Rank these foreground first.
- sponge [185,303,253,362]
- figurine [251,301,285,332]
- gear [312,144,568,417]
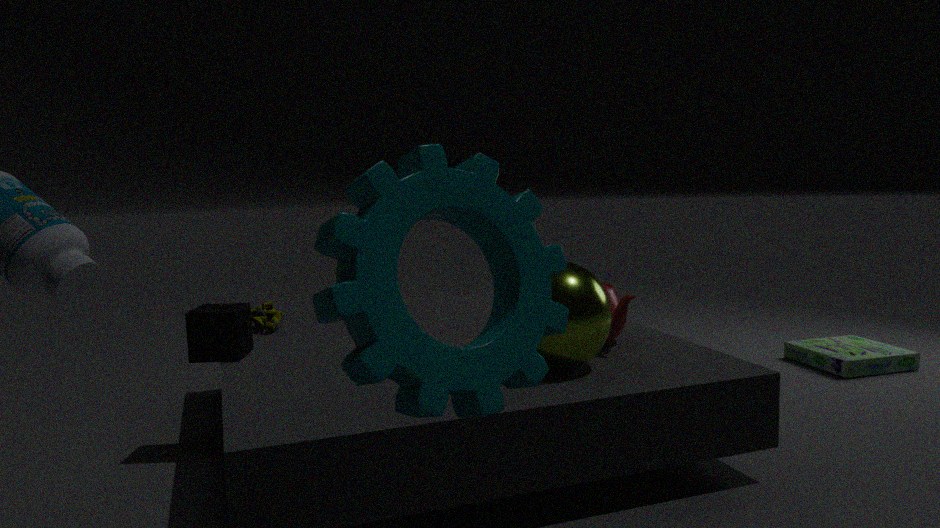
gear [312,144,568,417] → sponge [185,303,253,362] → figurine [251,301,285,332]
